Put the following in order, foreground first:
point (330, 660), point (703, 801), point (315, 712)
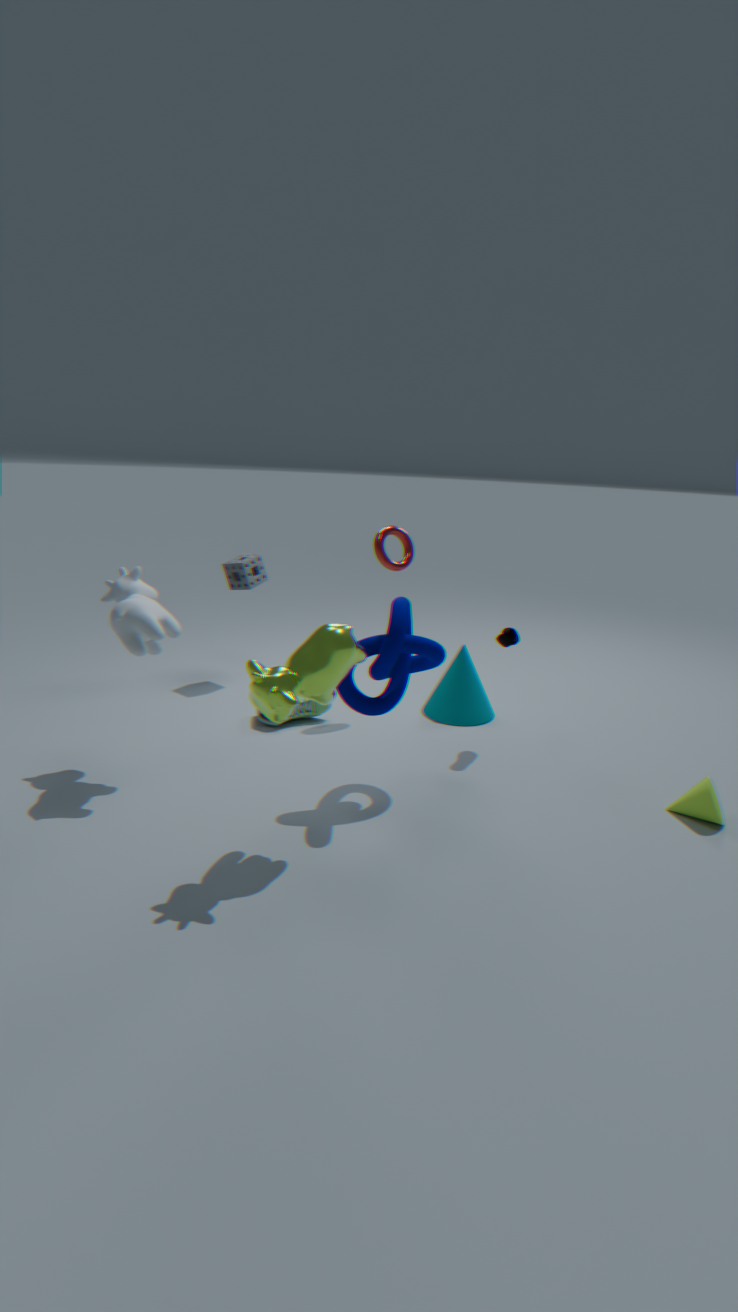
1. point (330, 660)
2. point (703, 801)
3. point (315, 712)
